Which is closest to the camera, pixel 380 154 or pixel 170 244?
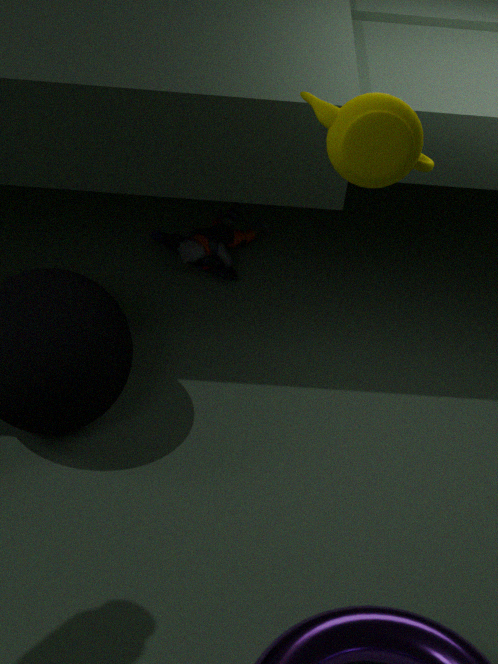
pixel 380 154
